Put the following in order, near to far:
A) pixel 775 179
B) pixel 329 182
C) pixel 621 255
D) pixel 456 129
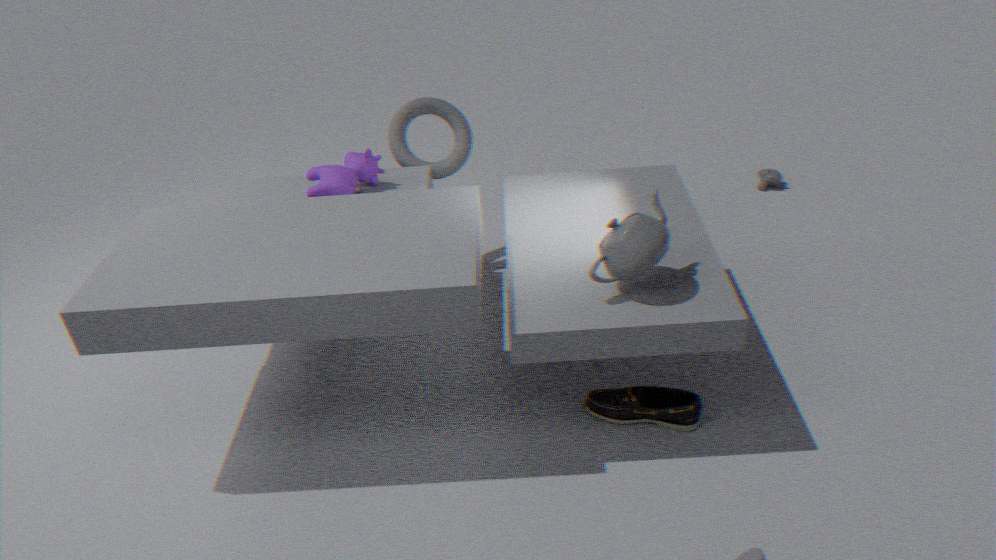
C. pixel 621 255 < B. pixel 329 182 < D. pixel 456 129 < A. pixel 775 179
